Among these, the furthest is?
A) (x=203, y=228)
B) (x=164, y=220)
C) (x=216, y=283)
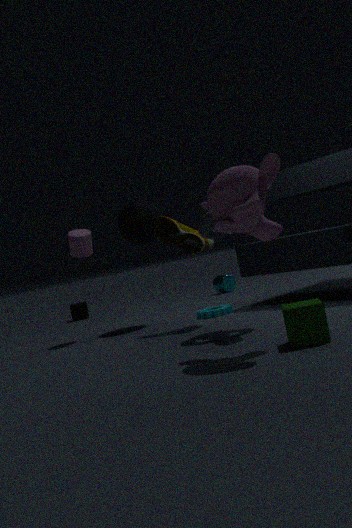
(x=216, y=283)
